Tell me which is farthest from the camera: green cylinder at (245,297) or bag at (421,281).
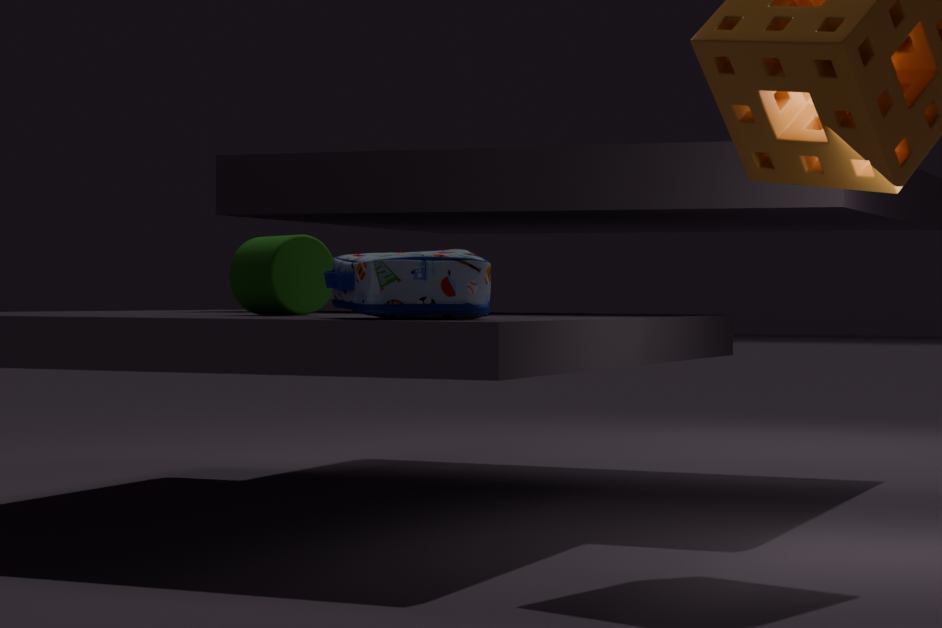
green cylinder at (245,297)
